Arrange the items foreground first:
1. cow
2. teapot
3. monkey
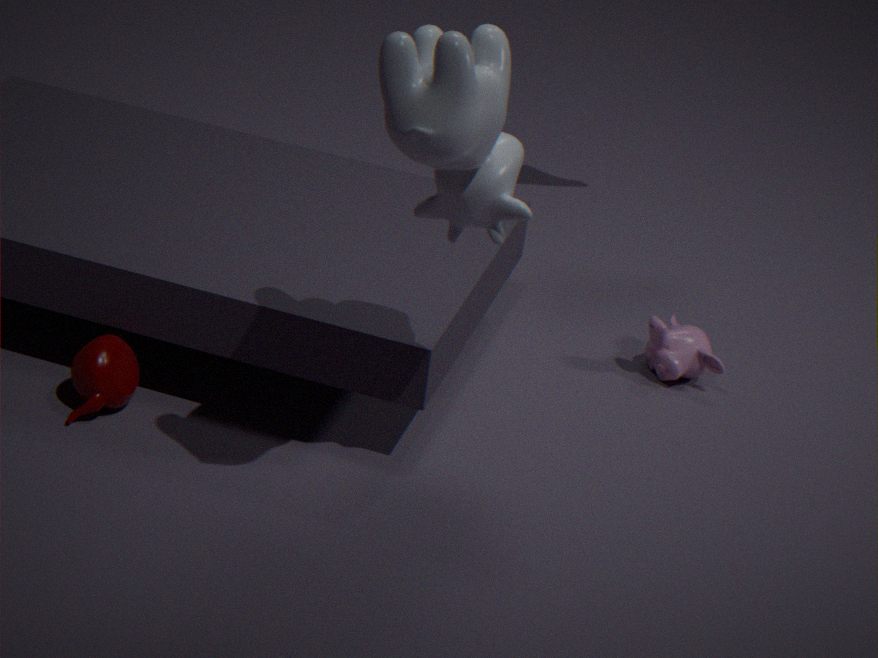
1. cow
2. teapot
3. monkey
